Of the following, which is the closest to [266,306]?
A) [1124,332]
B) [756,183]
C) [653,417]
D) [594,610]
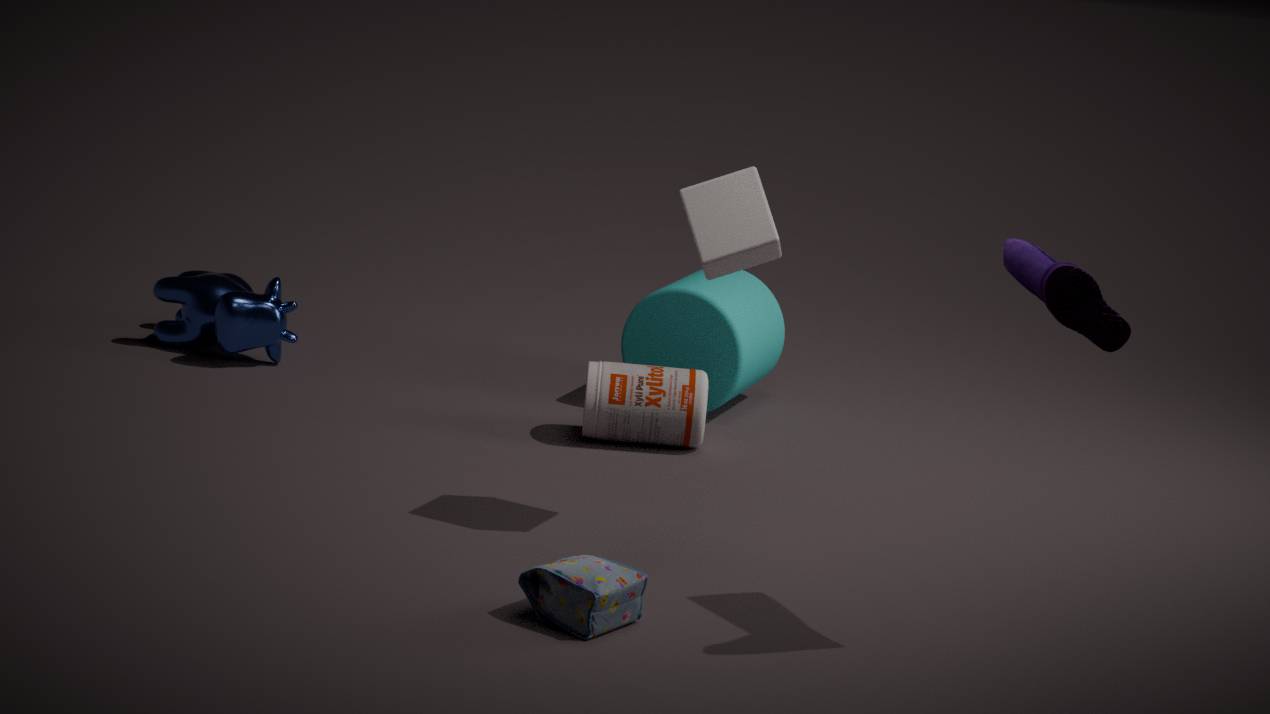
[653,417]
